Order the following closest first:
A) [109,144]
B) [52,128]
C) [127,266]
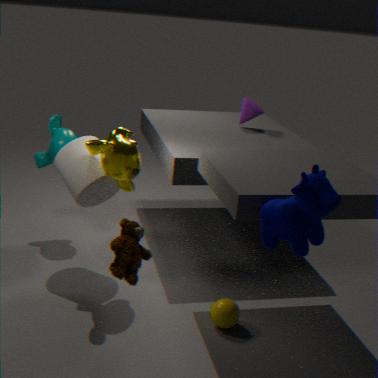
[127,266]
[109,144]
[52,128]
